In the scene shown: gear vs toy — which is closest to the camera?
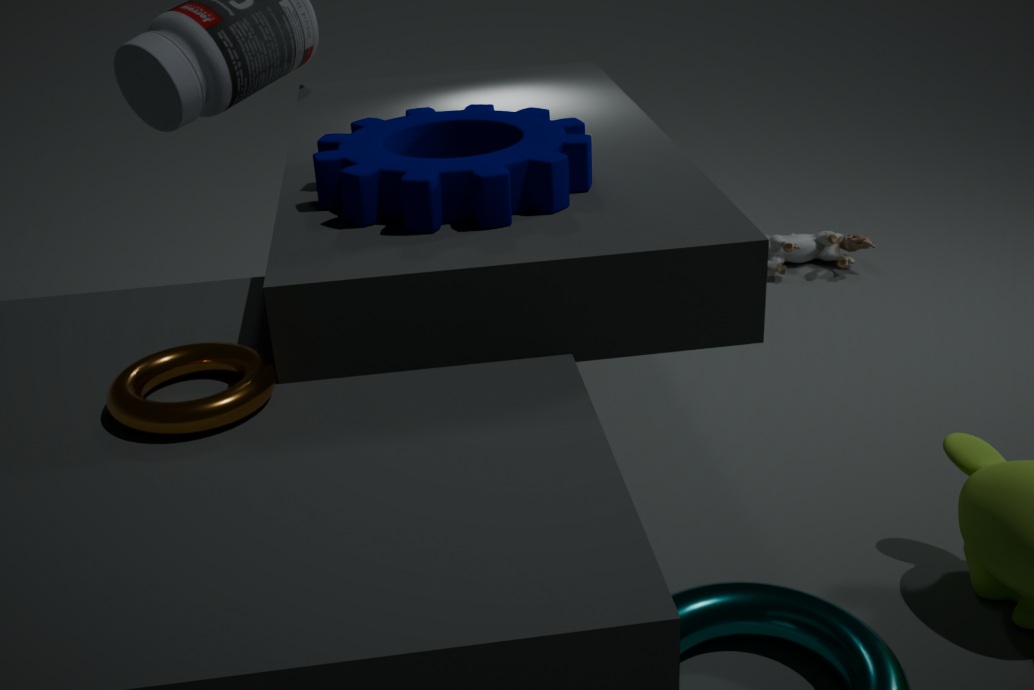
gear
